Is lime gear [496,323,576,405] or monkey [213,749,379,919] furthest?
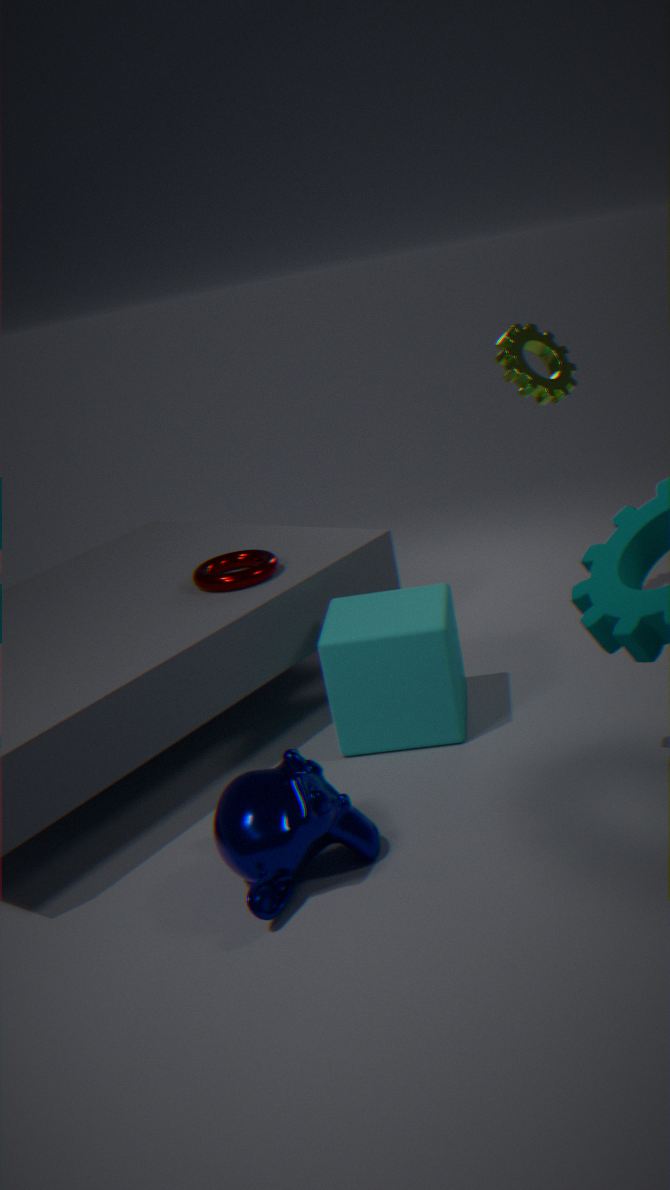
lime gear [496,323,576,405]
